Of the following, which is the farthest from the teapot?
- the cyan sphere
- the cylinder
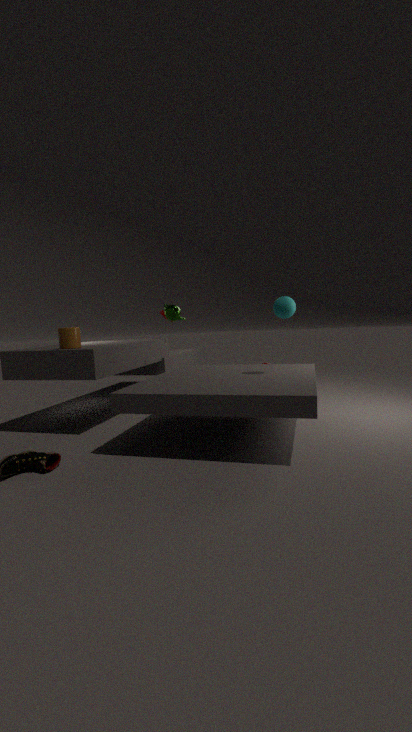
the cyan sphere
